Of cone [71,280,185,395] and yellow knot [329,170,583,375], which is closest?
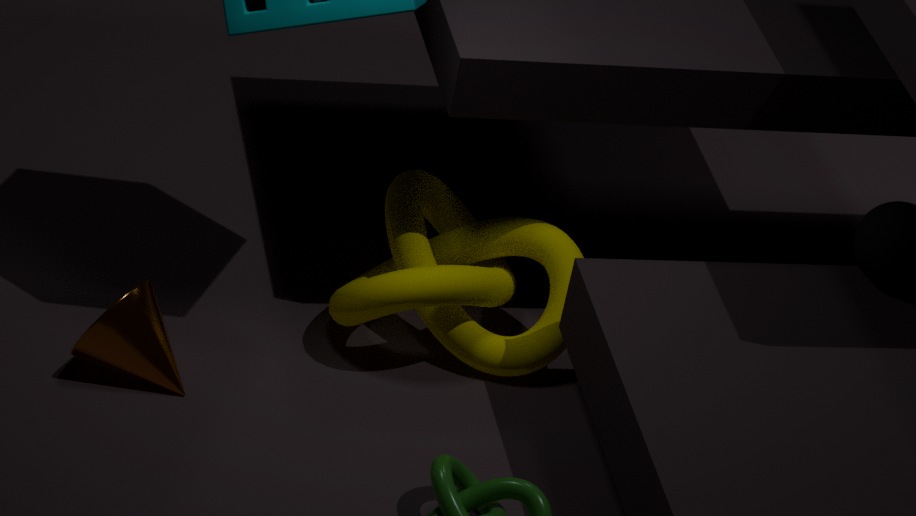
cone [71,280,185,395]
